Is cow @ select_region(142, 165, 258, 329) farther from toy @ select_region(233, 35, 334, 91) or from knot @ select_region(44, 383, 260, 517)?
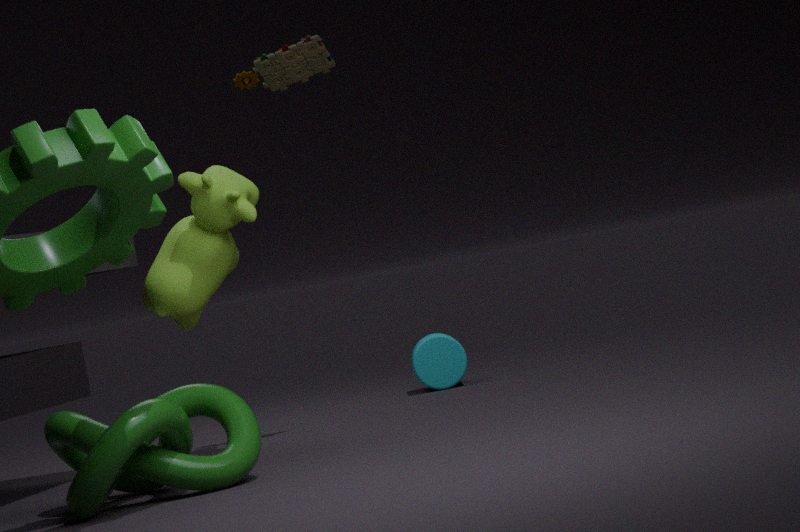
knot @ select_region(44, 383, 260, 517)
